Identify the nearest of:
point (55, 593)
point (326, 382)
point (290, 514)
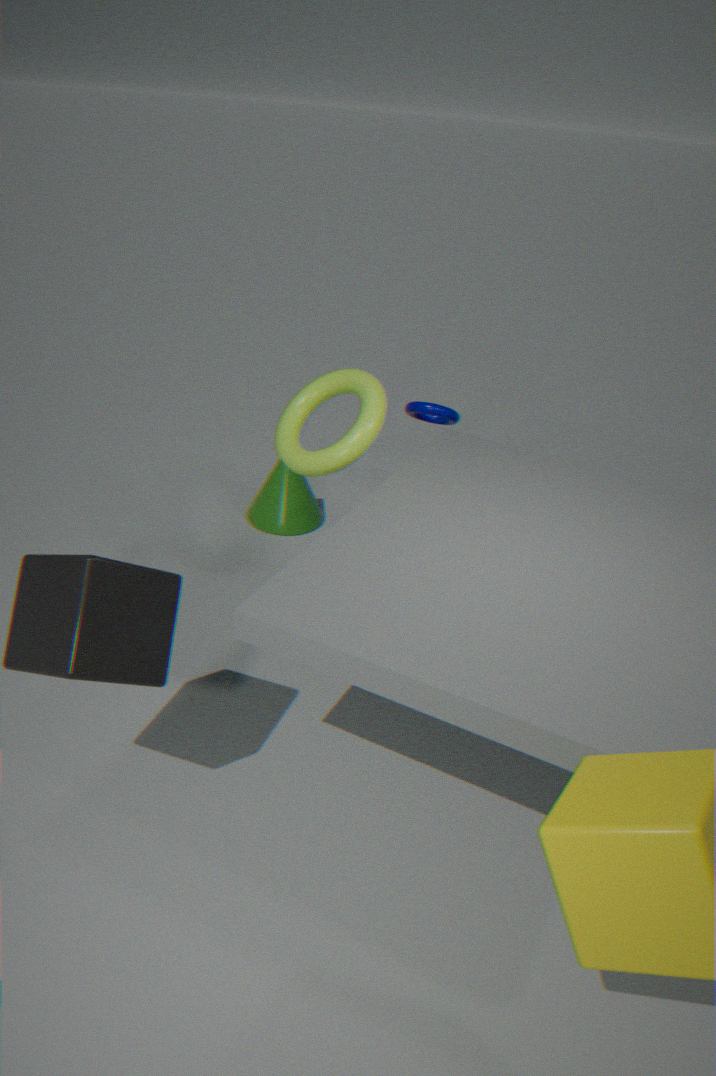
point (55, 593)
